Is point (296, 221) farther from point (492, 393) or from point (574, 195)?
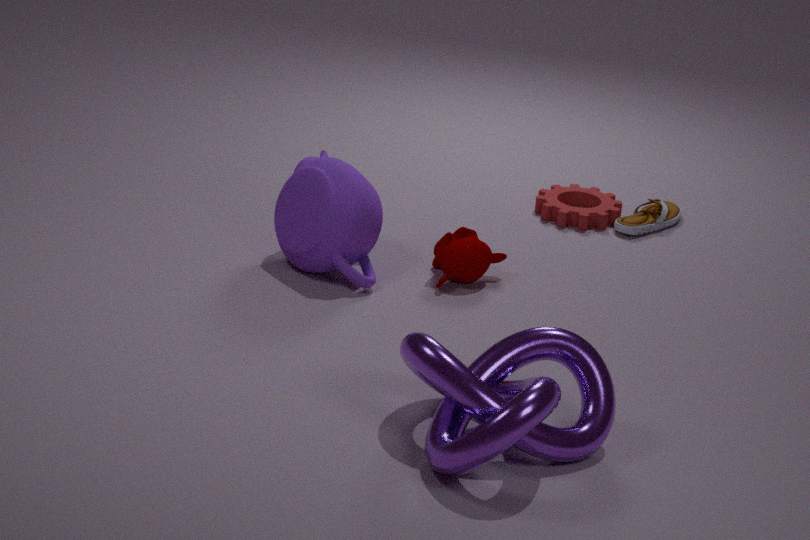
point (492, 393)
